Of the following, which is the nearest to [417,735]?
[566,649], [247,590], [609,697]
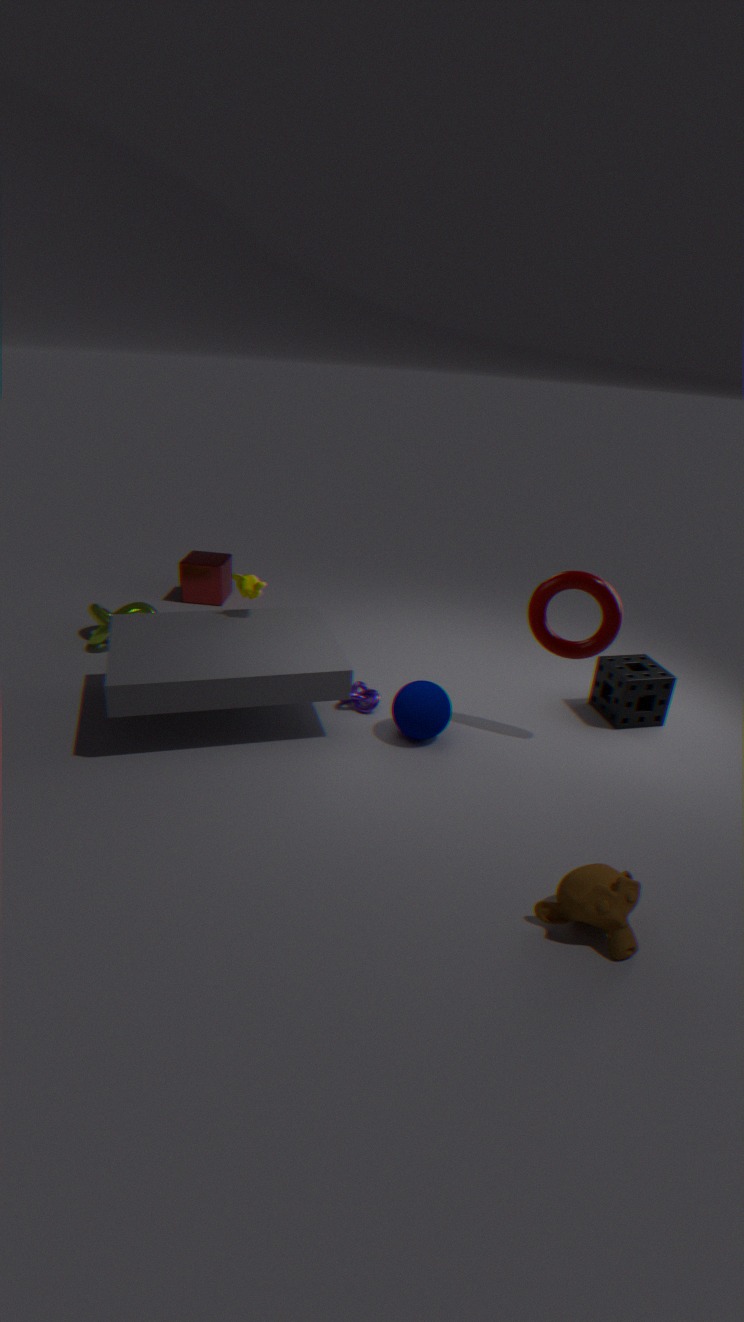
[566,649]
